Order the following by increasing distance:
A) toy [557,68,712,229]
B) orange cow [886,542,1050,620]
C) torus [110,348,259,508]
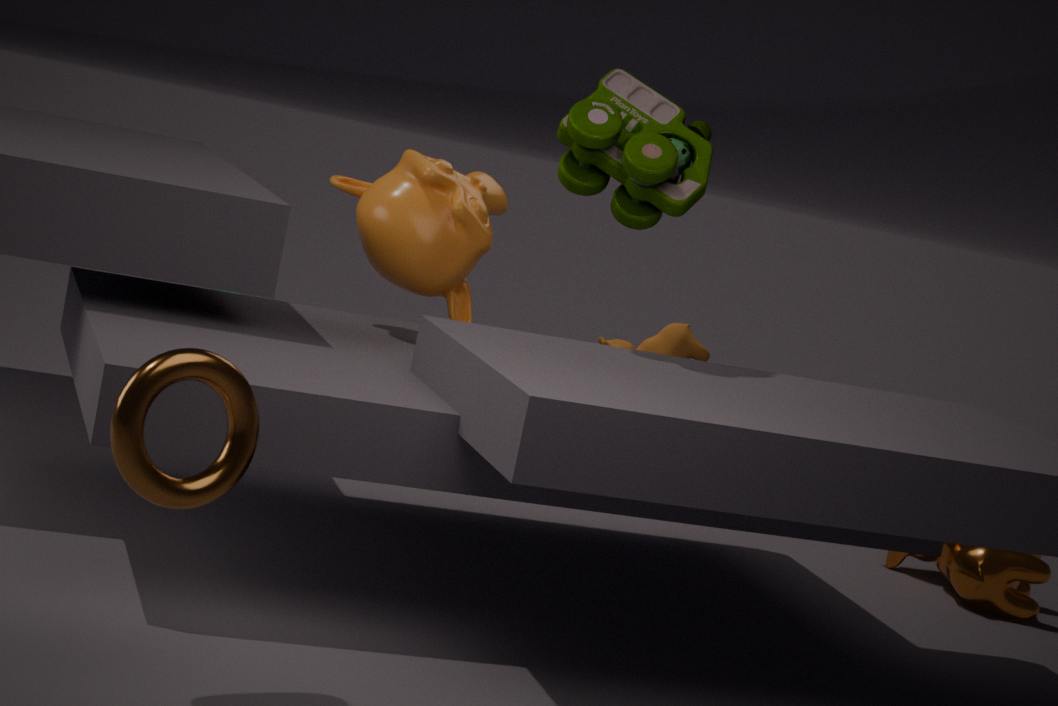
torus [110,348,259,508], toy [557,68,712,229], orange cow [886,542,1050,620]
